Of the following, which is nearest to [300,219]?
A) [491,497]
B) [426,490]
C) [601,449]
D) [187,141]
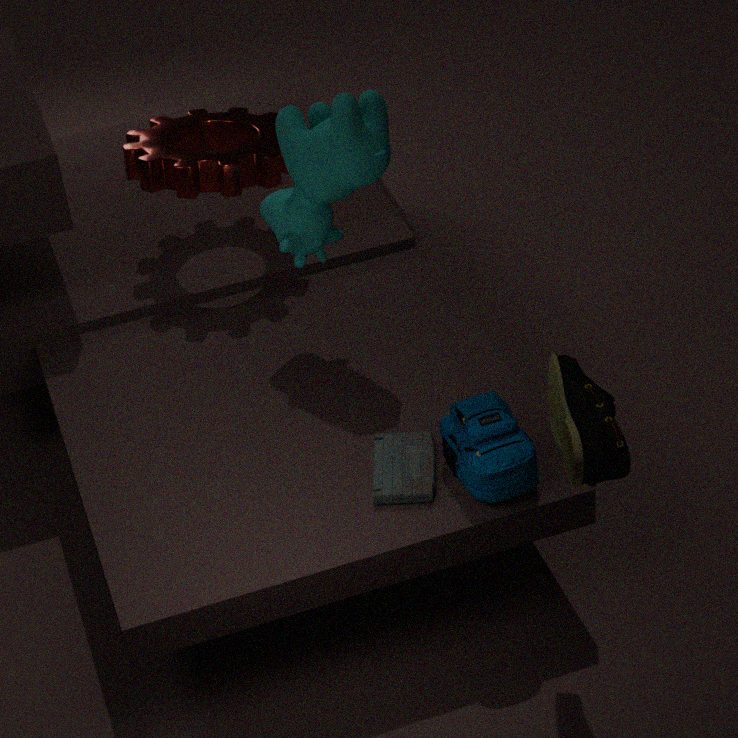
[187,141]
